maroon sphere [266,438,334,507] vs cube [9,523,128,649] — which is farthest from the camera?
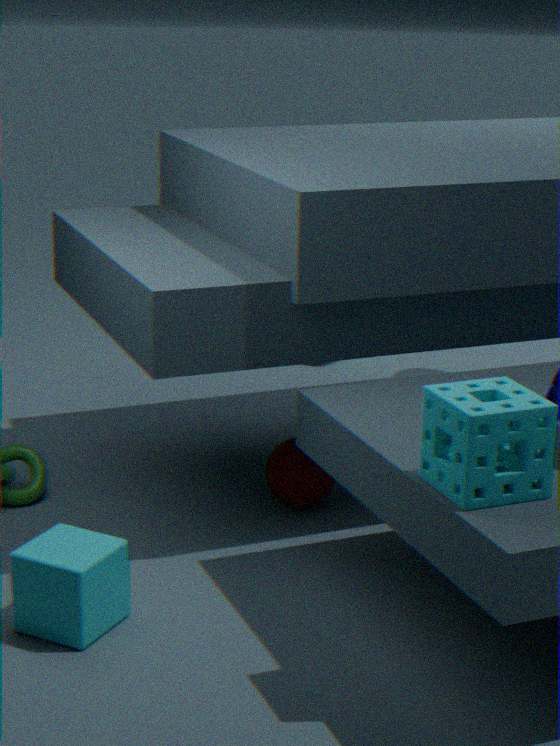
maroon sphere [266,438,334,507]
